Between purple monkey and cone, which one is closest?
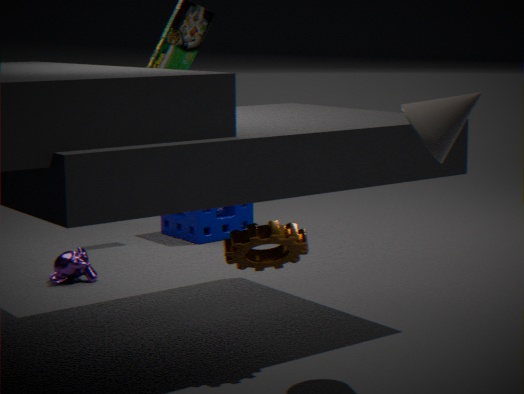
cone
